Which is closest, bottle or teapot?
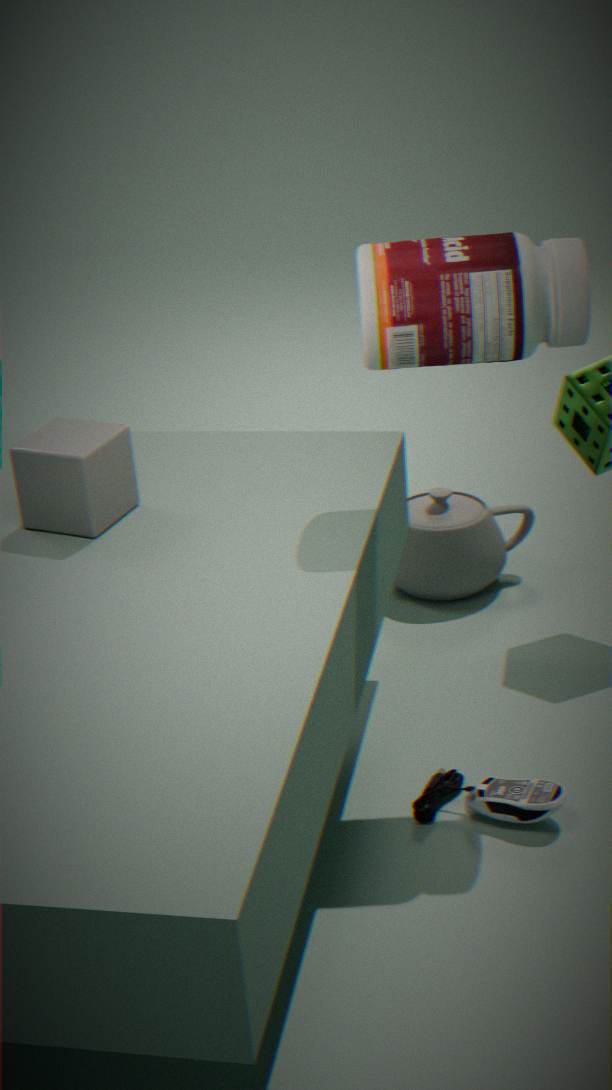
bottle
